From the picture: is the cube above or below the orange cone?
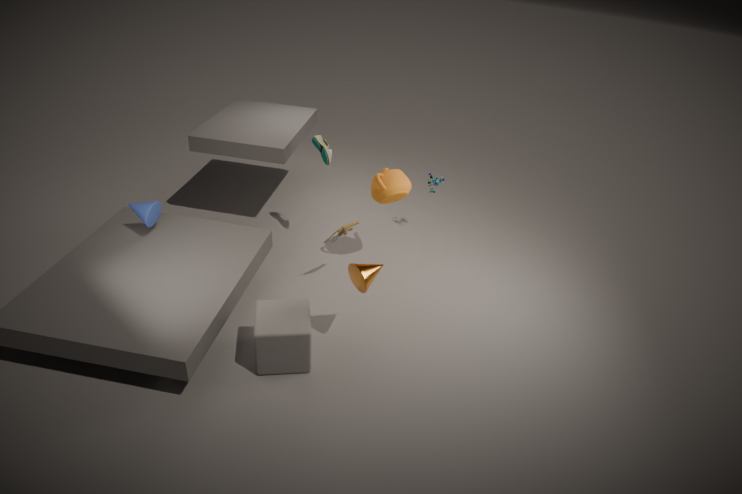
below
